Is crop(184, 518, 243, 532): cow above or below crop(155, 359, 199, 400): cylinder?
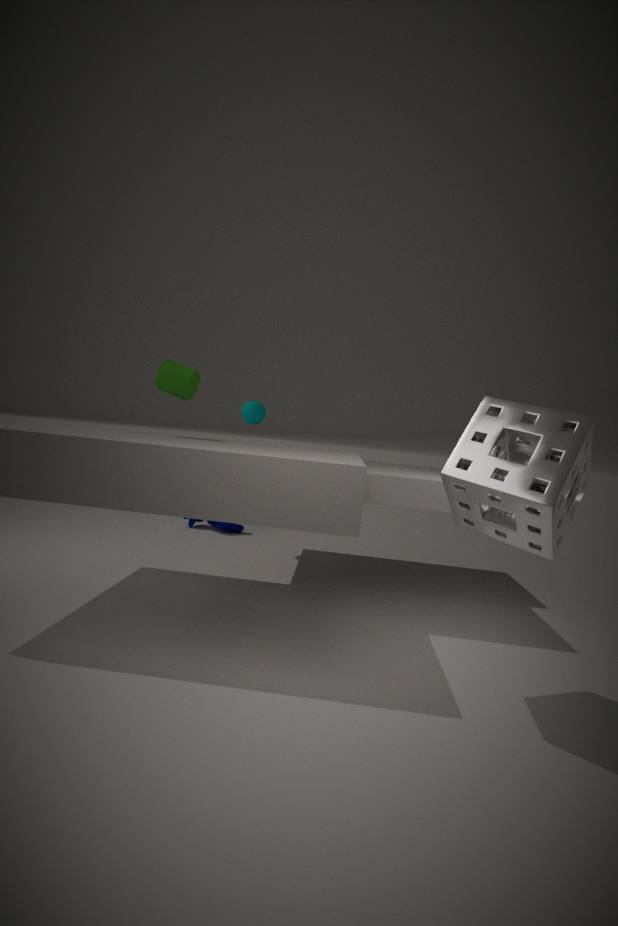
below
